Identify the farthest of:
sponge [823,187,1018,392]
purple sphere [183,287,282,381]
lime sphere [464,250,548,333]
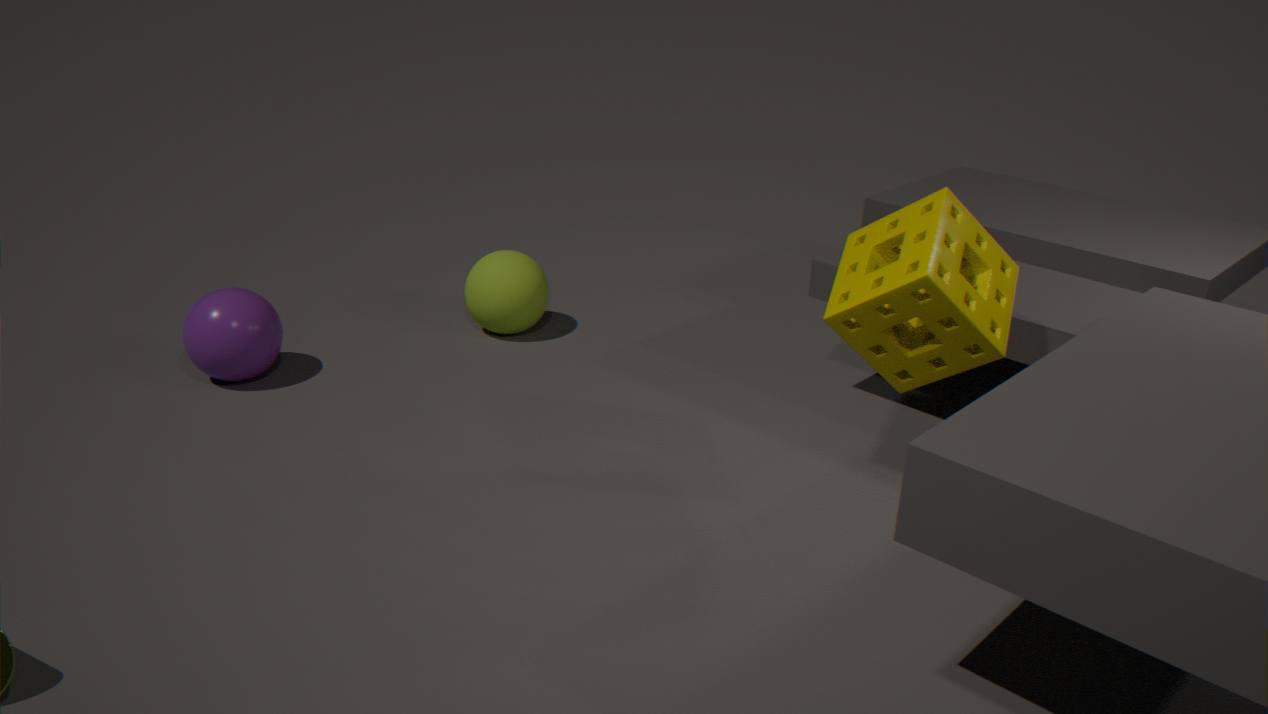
lime sphere [464,250,548,333]
